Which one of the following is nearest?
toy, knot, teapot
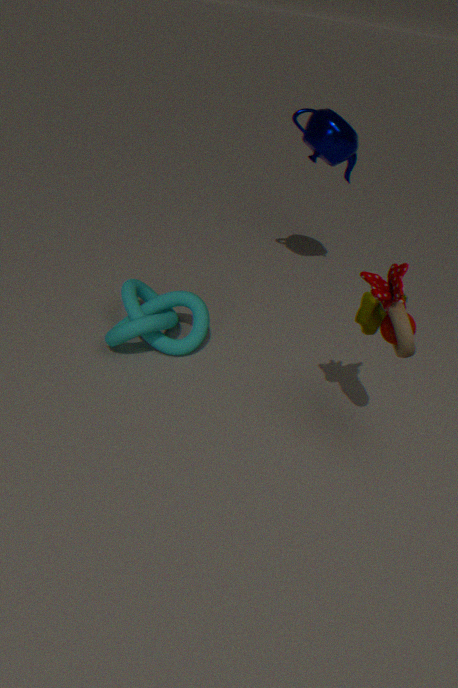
toy
